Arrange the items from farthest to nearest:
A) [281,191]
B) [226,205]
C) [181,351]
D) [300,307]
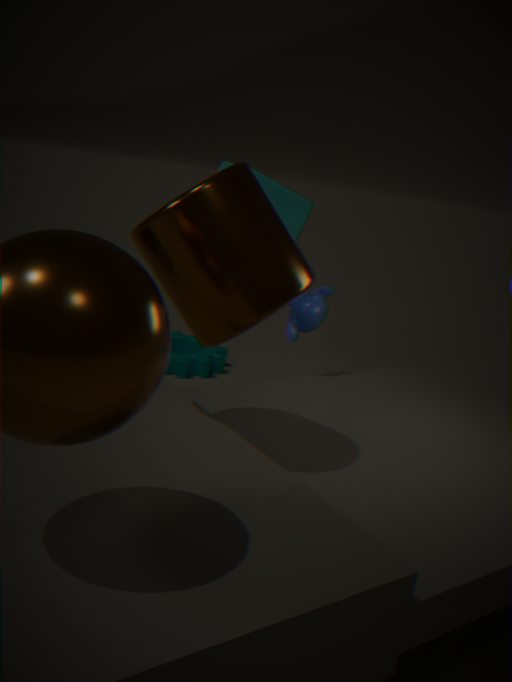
1. [181,351]
2. [281,191]
3. [300,307]
4. [226,205]
